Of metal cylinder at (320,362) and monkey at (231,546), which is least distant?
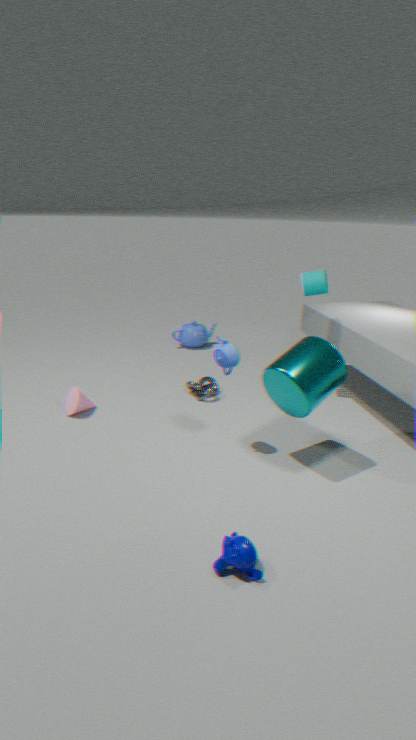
monkey at (231,546)
